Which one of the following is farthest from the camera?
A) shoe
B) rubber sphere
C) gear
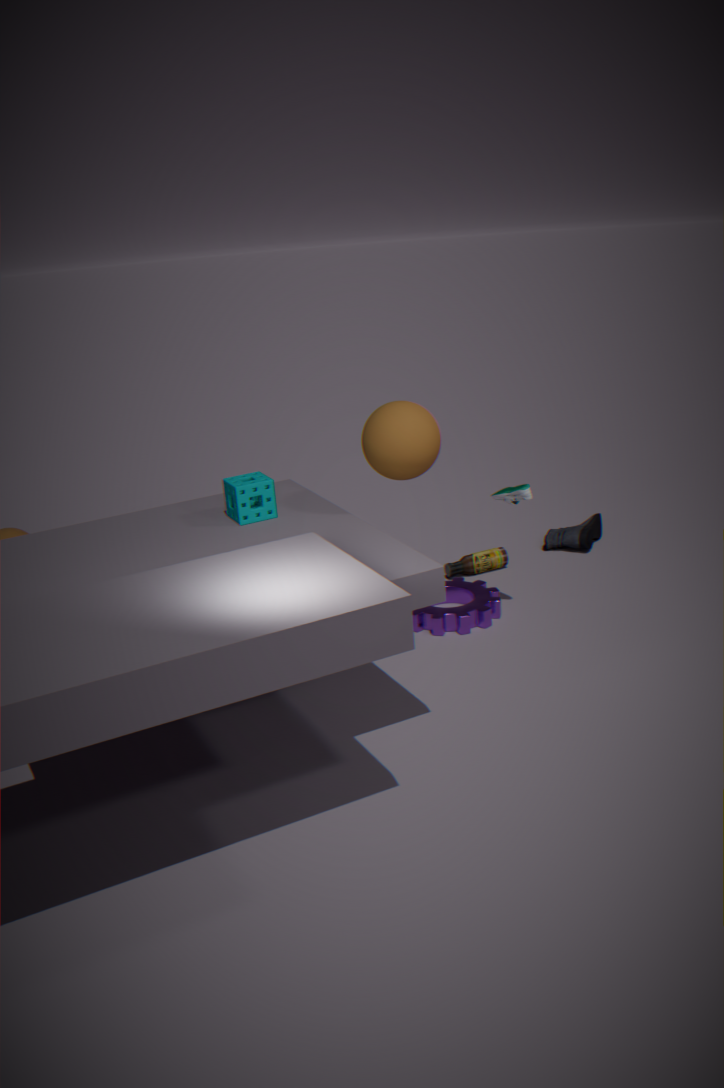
shoe
